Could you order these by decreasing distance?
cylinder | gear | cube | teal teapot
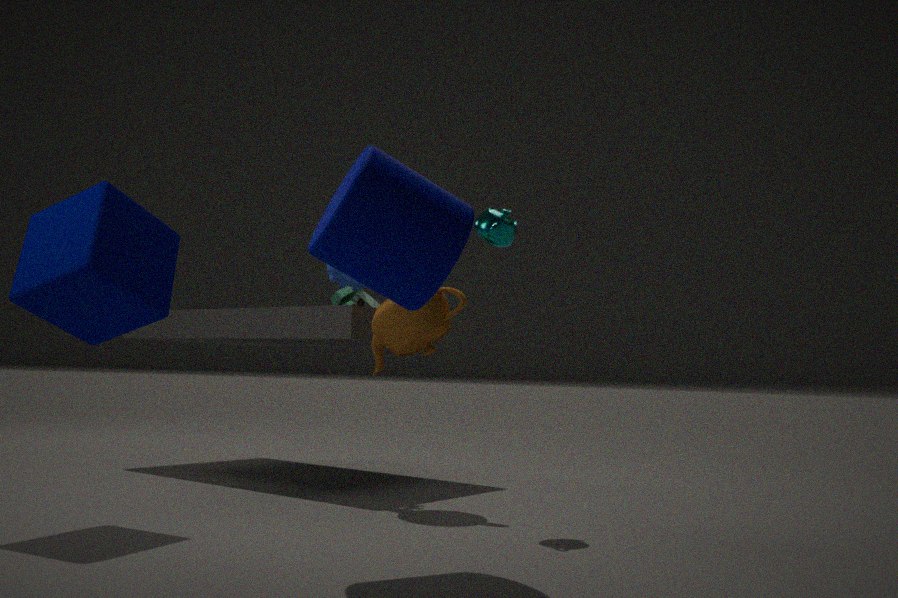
gear → teal teapot → cube → cylinder
